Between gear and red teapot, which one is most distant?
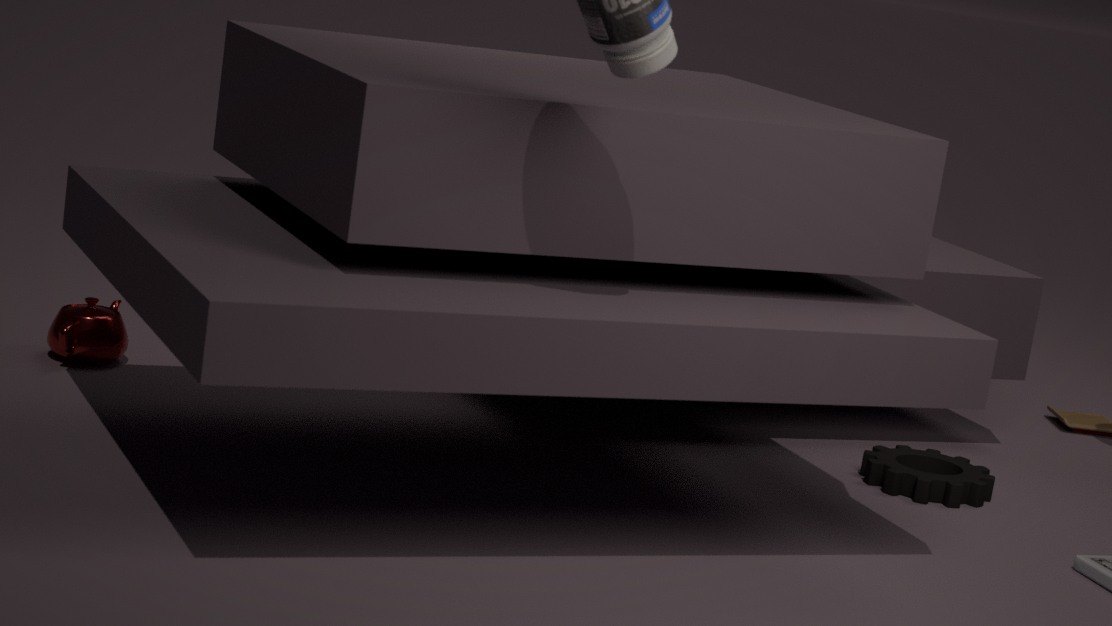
red teapot
